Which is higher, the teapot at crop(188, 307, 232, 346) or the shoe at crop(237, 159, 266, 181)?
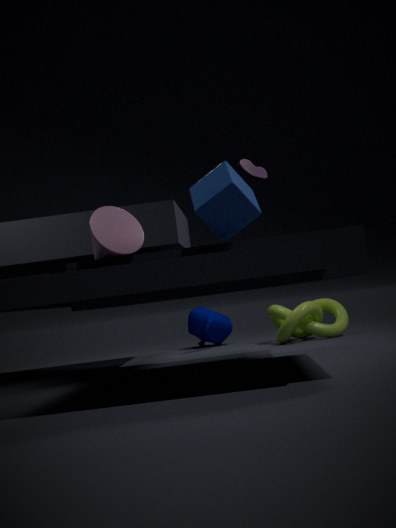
the shoe at crop(237, 159, 266, 181)
